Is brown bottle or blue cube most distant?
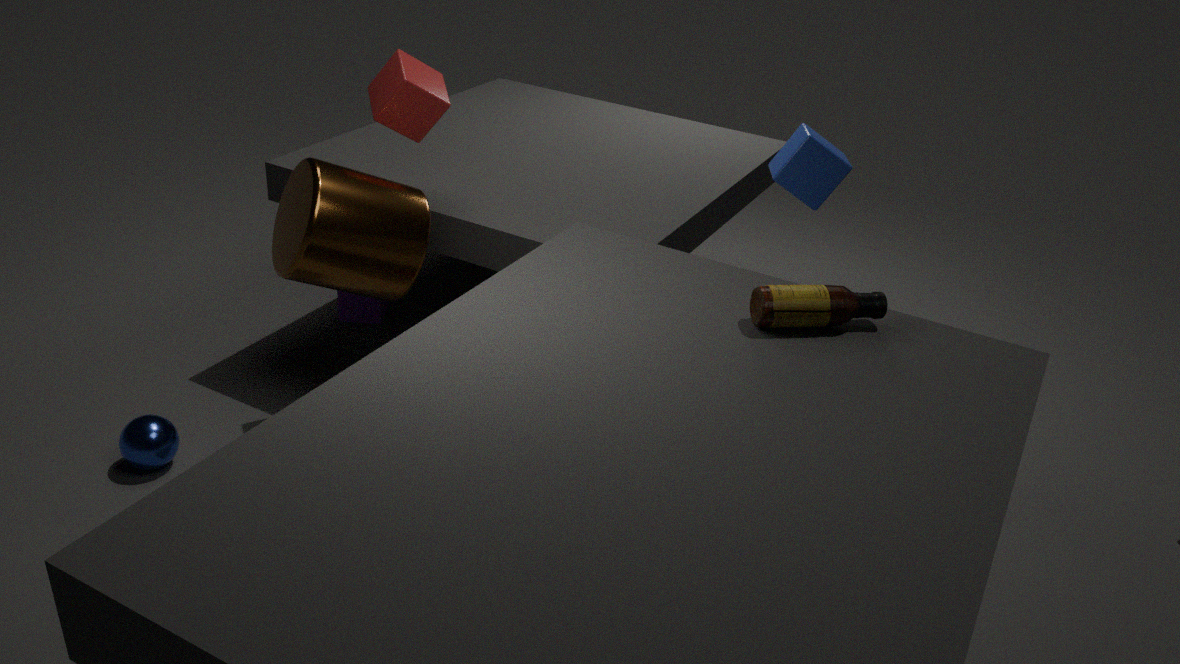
blue cube
